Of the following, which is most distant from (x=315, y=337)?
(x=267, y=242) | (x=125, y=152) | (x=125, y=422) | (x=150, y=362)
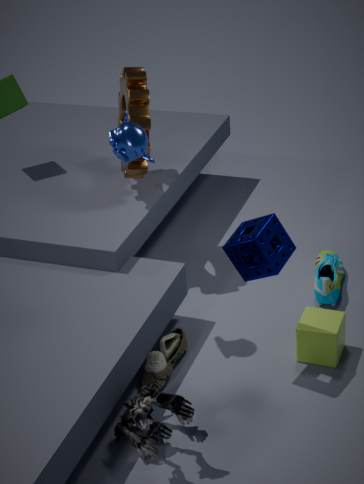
(x=125, y=152)
